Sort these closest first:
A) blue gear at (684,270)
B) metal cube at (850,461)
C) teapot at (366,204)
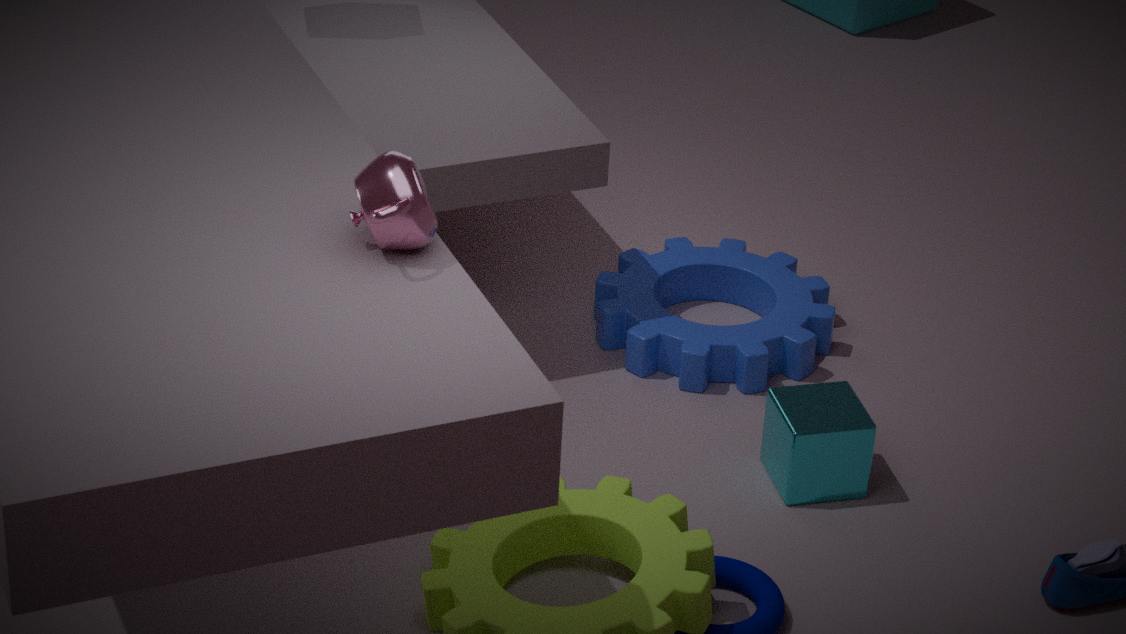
teapot at (366,204) → metal cube at (850,461) → blue gear at (684,270)
